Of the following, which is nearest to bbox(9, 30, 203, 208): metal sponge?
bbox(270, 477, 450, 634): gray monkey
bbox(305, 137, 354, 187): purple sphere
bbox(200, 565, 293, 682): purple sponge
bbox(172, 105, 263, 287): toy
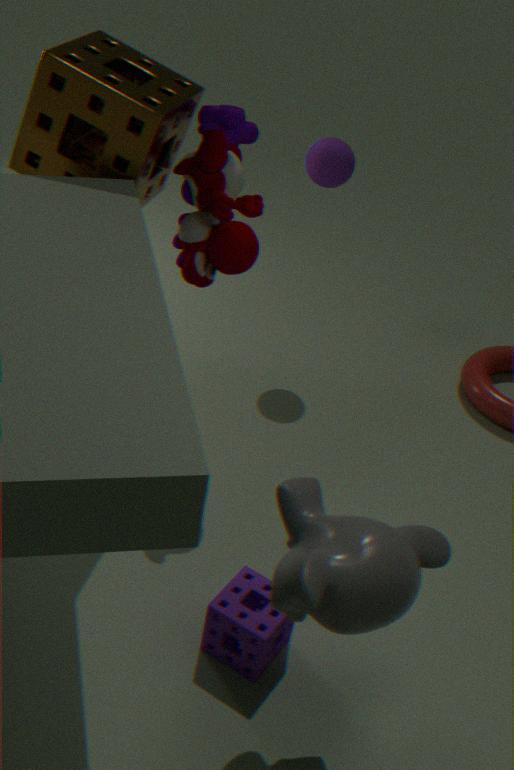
bbox(172, 105, 263, 287): toy
